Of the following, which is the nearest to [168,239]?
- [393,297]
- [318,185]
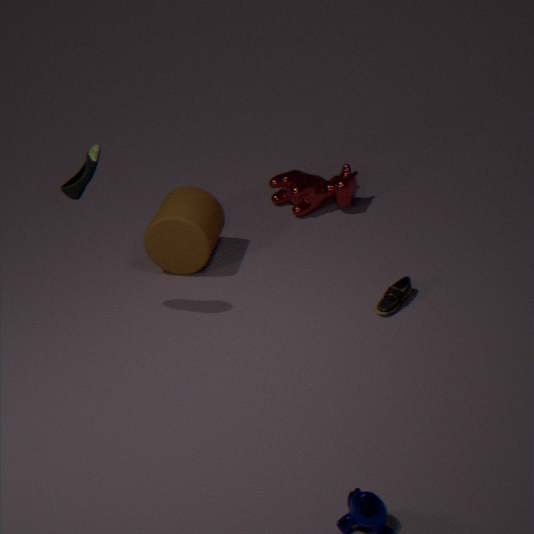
[318,185]
